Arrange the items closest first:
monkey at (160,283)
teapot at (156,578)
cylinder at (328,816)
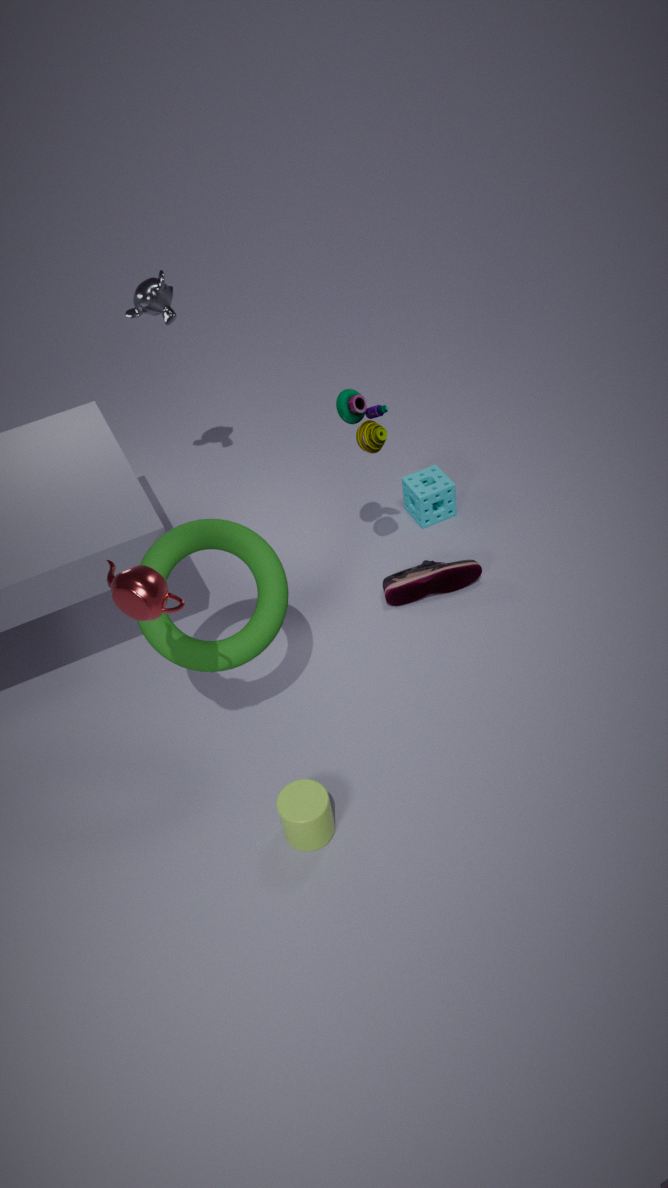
teapot at (156,578) < cylinder at (328,816) < monkey at (160,283)
